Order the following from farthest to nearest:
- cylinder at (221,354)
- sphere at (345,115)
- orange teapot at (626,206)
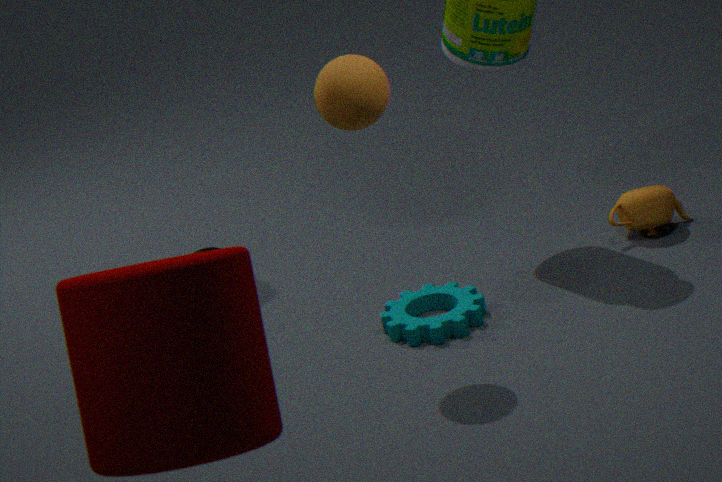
orange teapot at (626,206) → sphere at (345,115) → cylinder at (221,354)
